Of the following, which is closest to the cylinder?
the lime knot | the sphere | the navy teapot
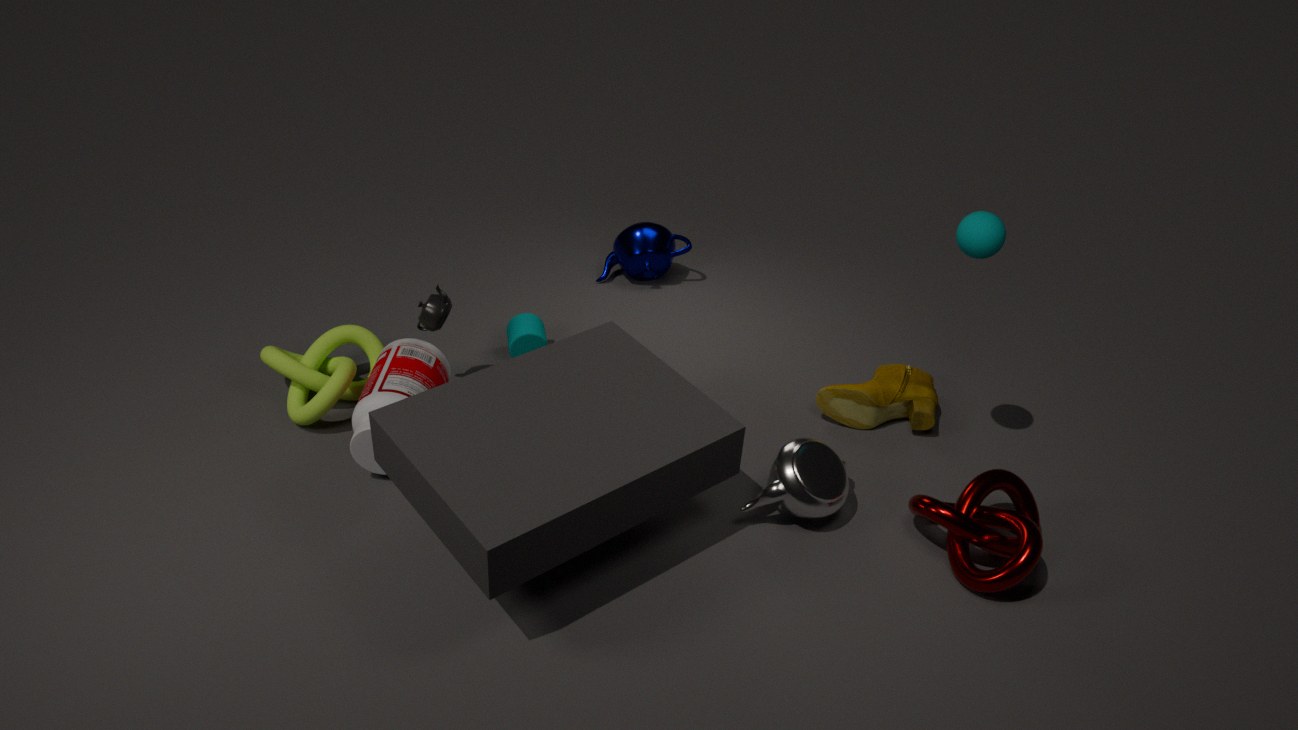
the lime knot
